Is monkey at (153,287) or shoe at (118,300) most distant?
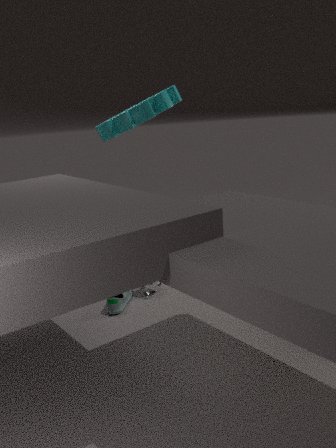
monkey at (153,287)
